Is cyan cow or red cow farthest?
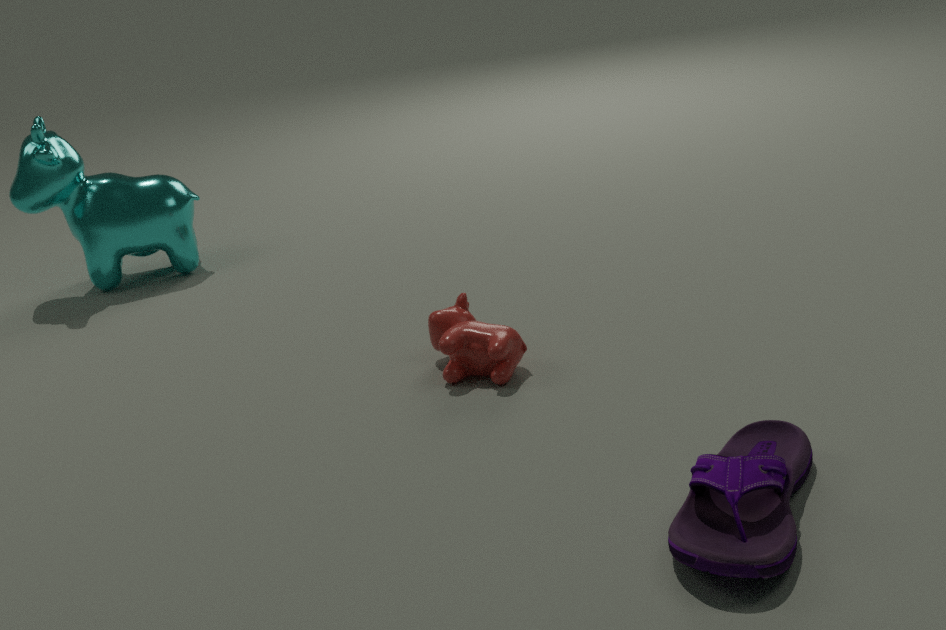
cyan cow
